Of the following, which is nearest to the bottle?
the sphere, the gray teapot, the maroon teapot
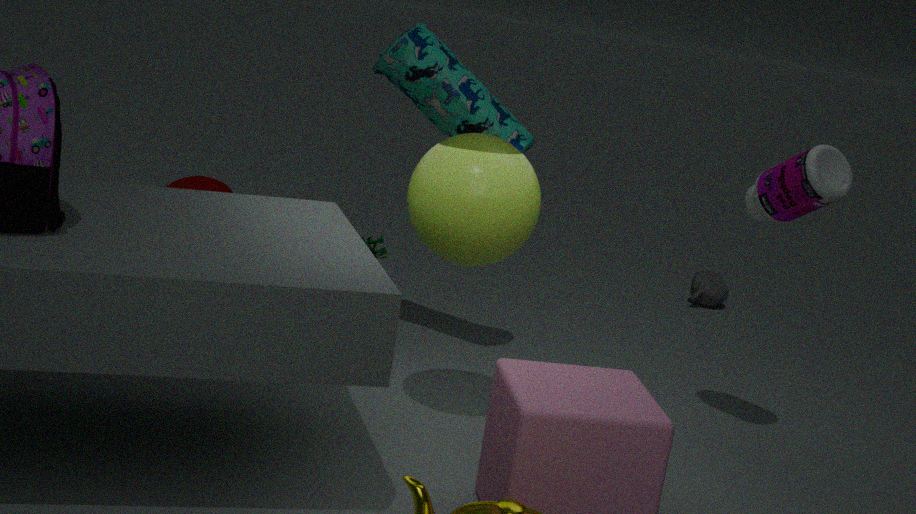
the sphere
